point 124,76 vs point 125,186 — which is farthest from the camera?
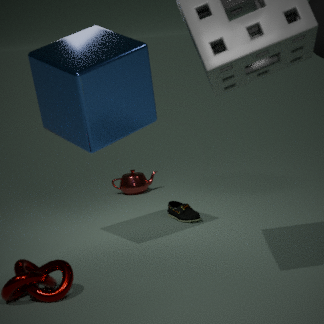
point 125,186
